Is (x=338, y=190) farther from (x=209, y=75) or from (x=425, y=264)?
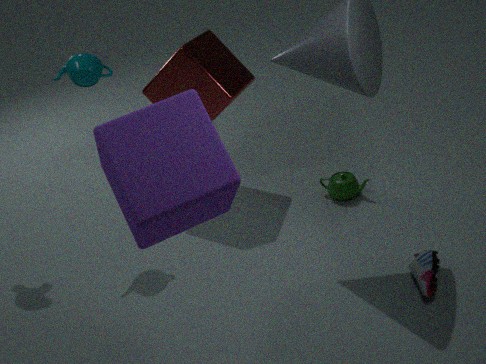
(x=209, y=75)
